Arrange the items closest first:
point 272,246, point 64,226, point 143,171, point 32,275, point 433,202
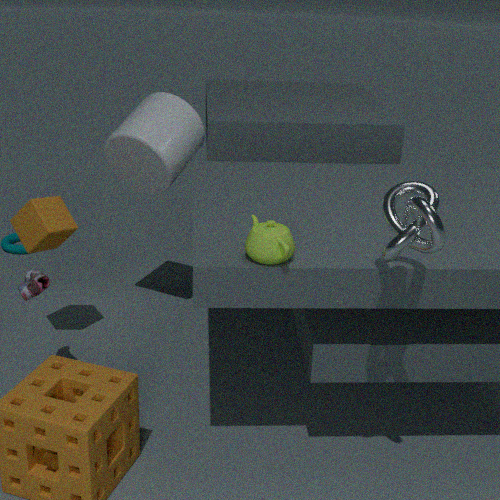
point 433,202 → point 272,246 → point 32,275 → point 64,226 → point 143,171
